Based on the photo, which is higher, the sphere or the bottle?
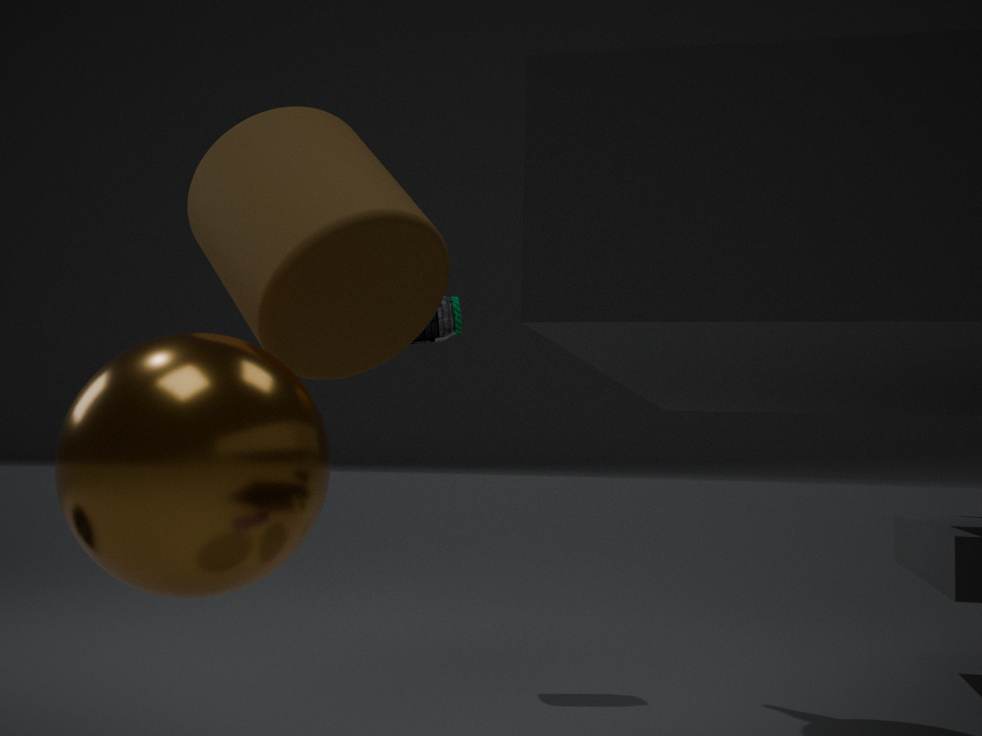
the bottle
